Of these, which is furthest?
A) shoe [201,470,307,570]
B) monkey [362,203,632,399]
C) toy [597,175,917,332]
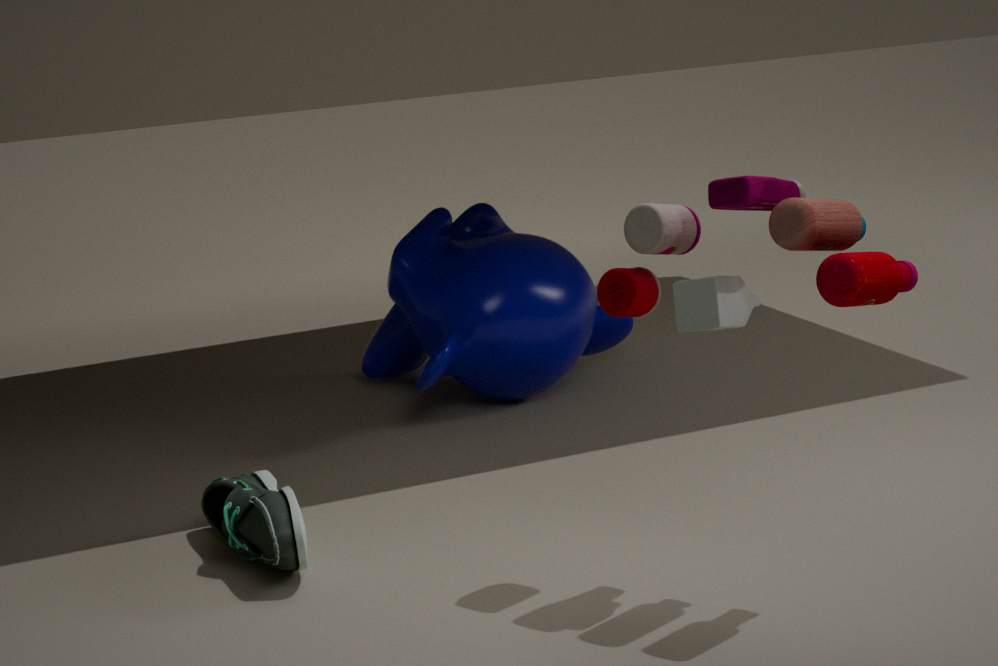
monkey [362,203,632,399]
